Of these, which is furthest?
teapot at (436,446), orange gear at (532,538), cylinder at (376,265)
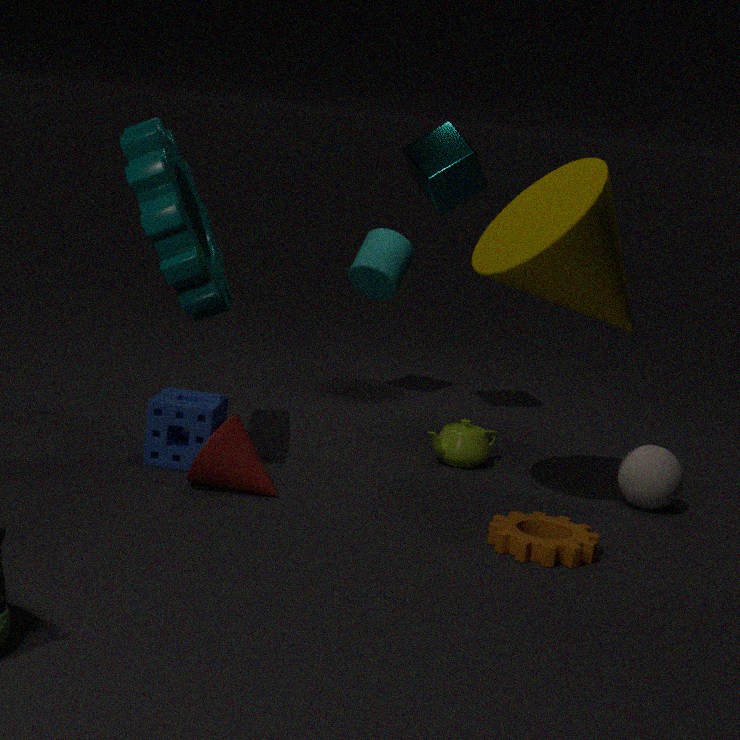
cylinder at (376,265)
